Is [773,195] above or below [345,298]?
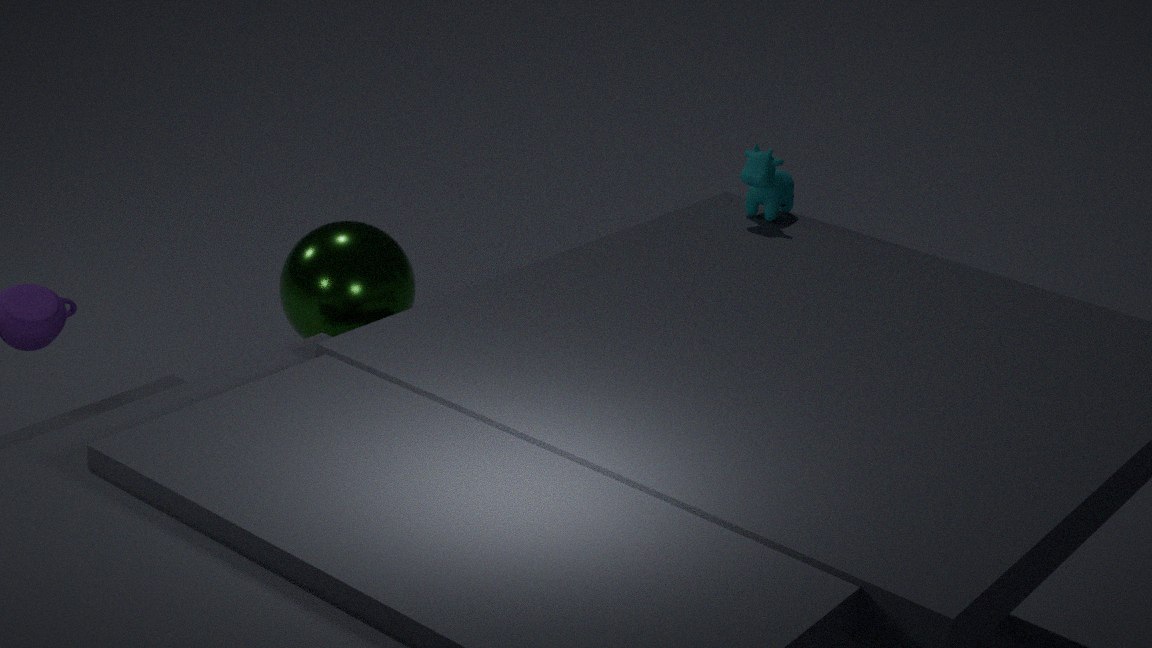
above
